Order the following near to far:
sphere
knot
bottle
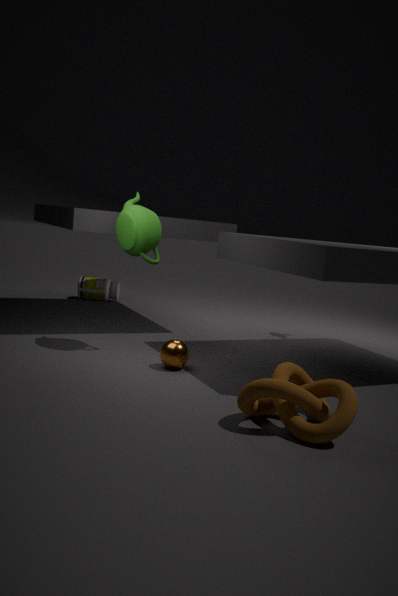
1. knot
2. sphere
3. bottle
